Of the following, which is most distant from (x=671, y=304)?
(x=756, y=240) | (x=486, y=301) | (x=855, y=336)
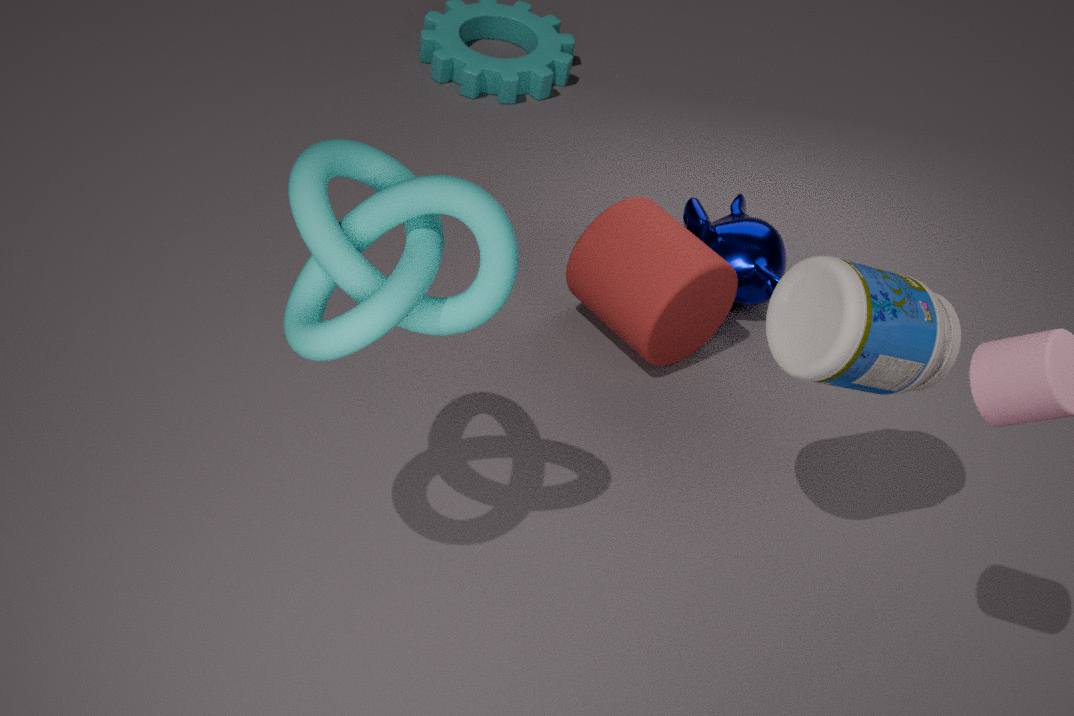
(x=486, y=301)
